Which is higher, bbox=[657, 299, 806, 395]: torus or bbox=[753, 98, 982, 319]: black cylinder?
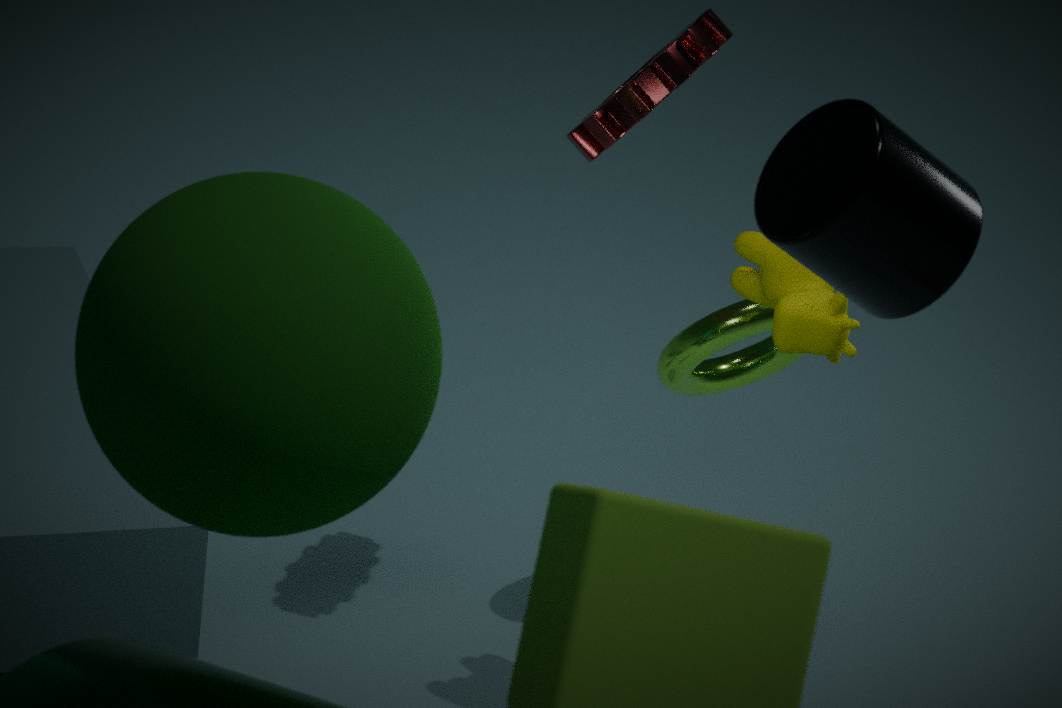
bbox=[753, 98, 982, 319]: black cylinder
